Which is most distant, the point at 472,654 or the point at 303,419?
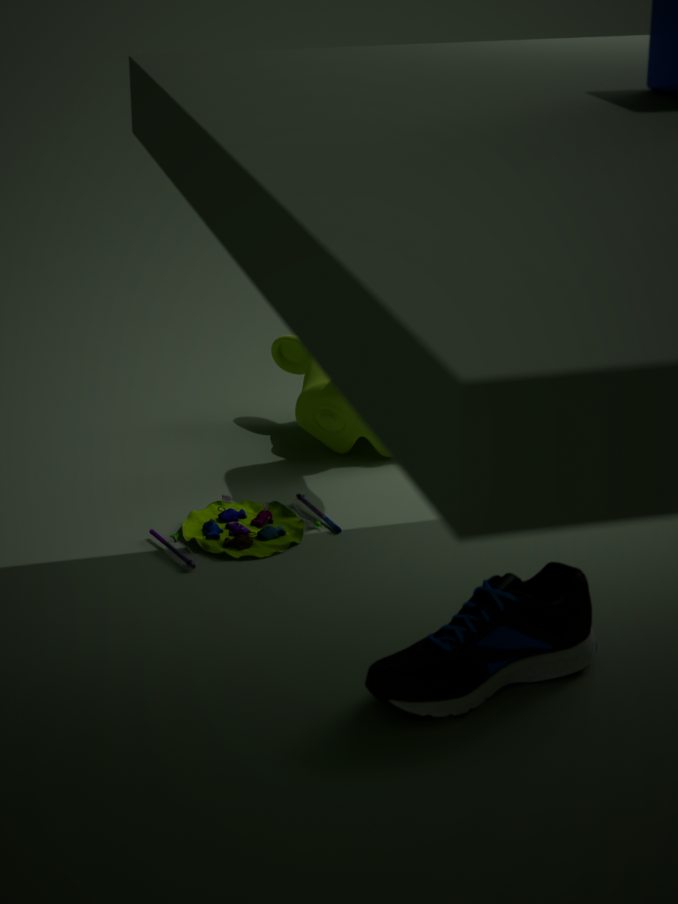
the point at 303,419
